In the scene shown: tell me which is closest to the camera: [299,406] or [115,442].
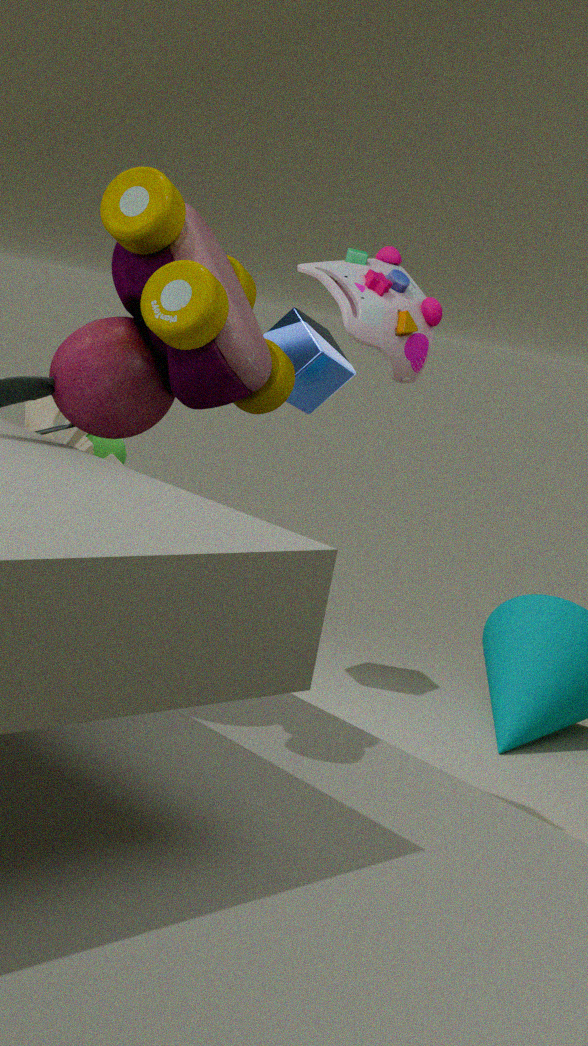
[115,442]
